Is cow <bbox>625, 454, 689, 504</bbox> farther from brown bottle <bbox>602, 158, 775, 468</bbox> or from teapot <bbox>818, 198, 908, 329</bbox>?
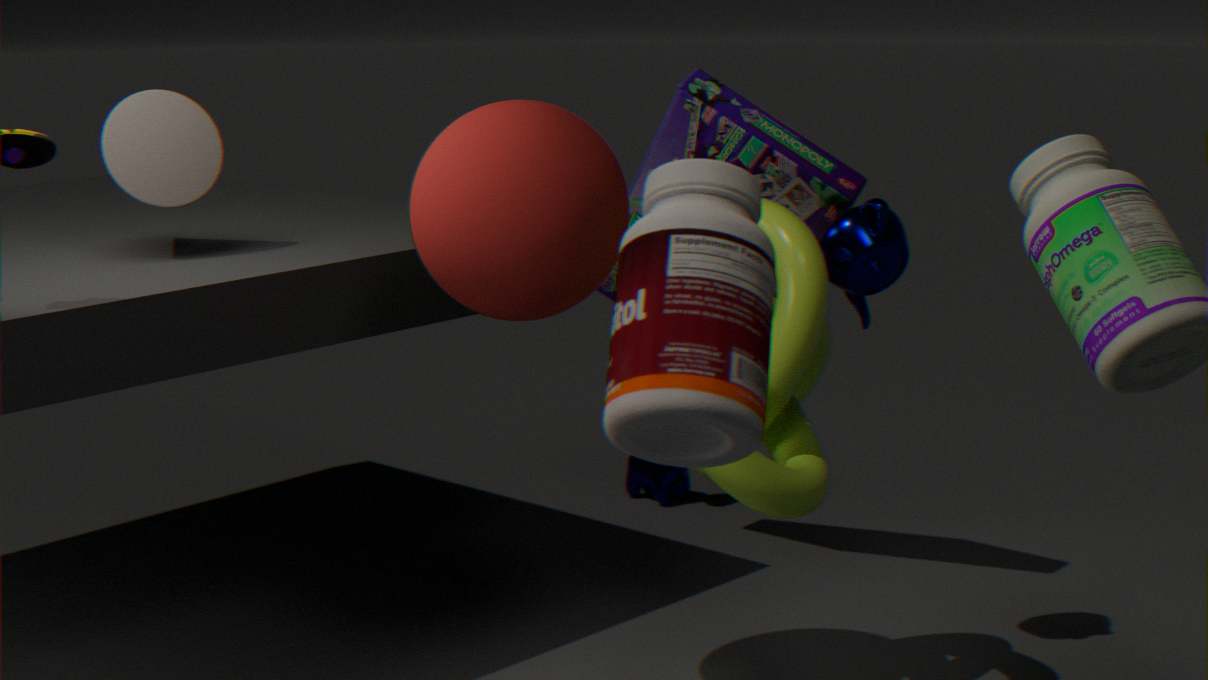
brown bottle <bbox>602, 158, 775, 468</bbox>
